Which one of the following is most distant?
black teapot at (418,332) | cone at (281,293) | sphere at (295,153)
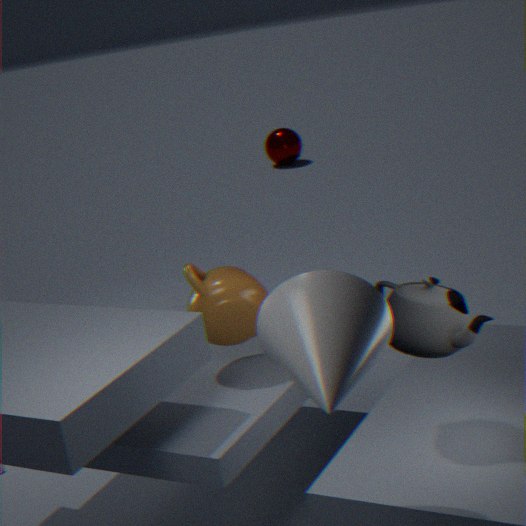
sphere at (295,153)
